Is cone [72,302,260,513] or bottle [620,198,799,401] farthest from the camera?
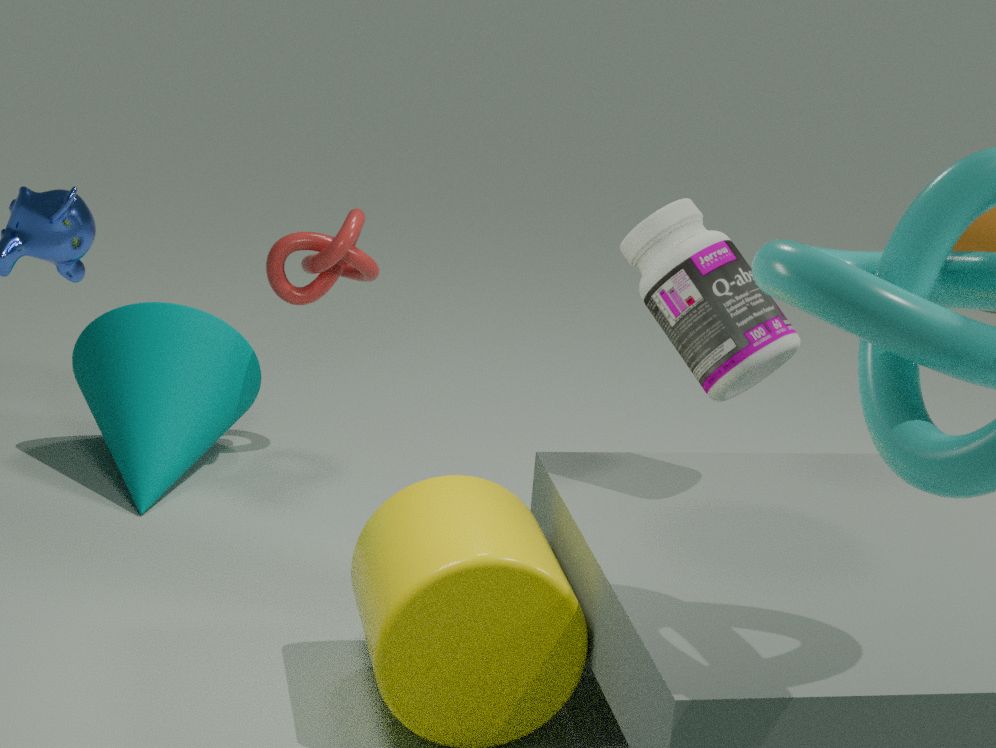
cone [72,302,260,513]
